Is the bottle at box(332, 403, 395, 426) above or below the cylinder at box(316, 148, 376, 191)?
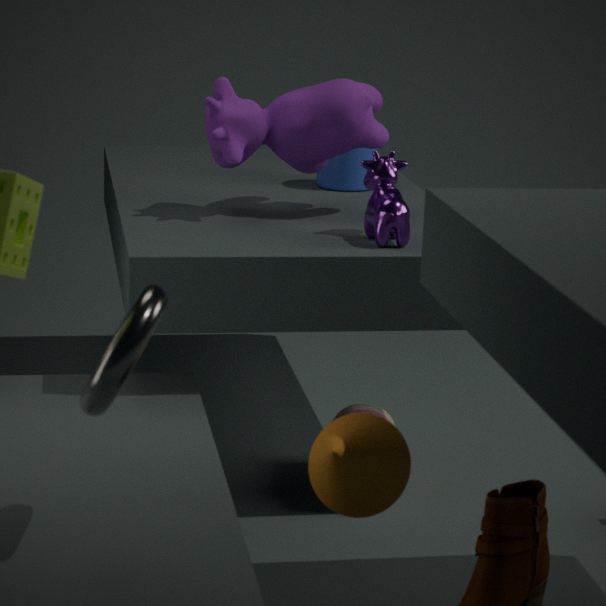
below
